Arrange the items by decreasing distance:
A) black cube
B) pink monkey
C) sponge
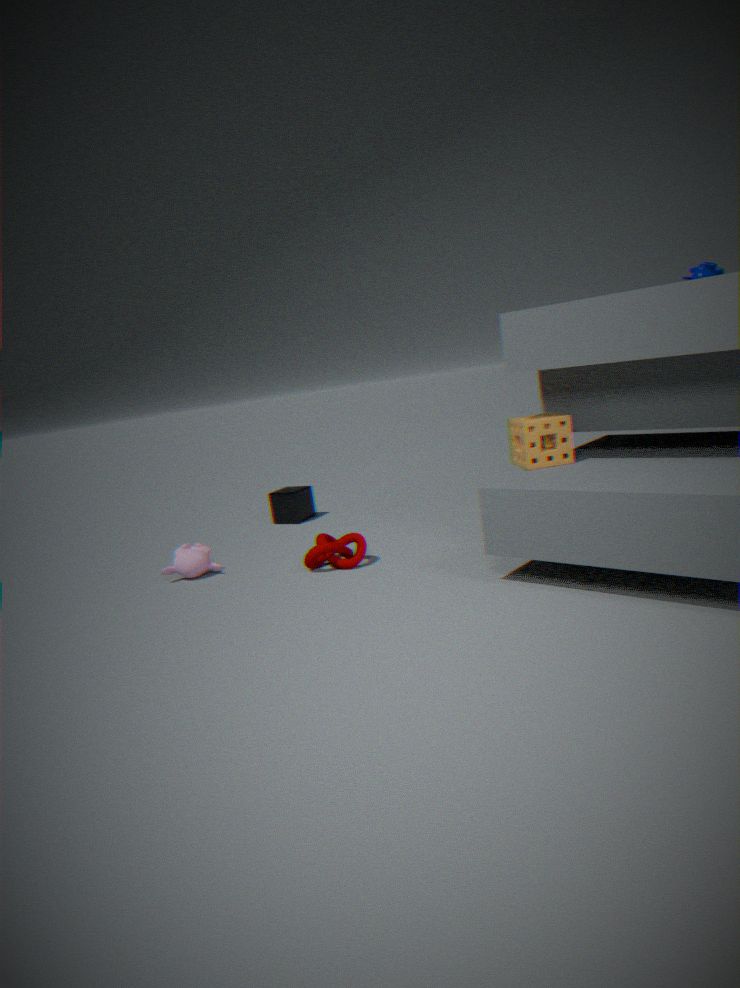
black cube
pink monkey
sponge
